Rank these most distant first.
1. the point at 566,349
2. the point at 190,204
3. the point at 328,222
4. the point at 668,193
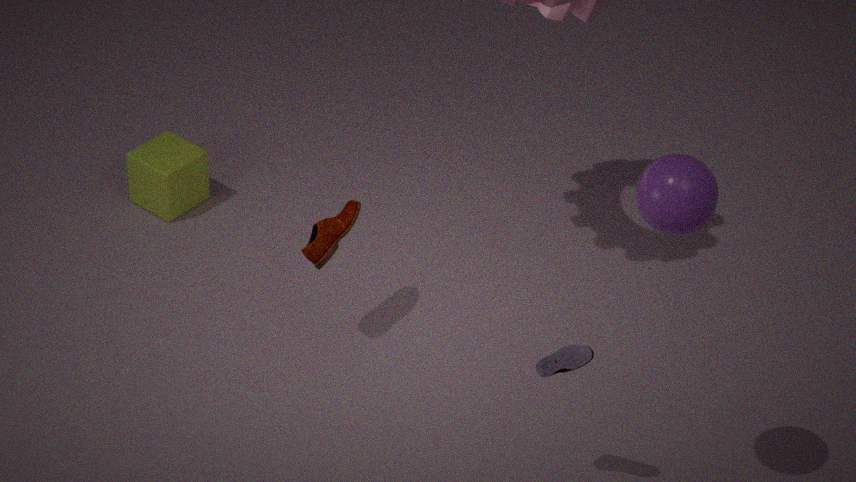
the point at 190,204 → the point at 328,222 → the point at 566,349 → the point at 668,193
